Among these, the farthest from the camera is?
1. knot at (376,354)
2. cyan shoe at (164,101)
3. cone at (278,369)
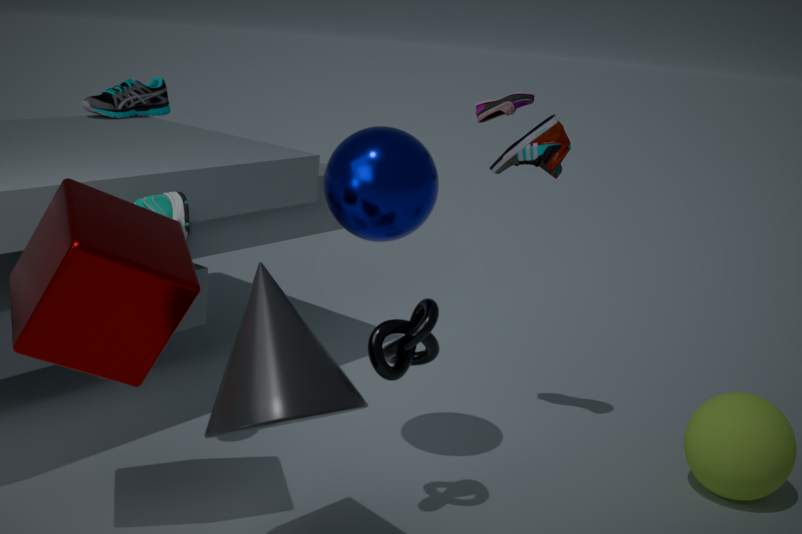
cyan shoe at (164,101)
